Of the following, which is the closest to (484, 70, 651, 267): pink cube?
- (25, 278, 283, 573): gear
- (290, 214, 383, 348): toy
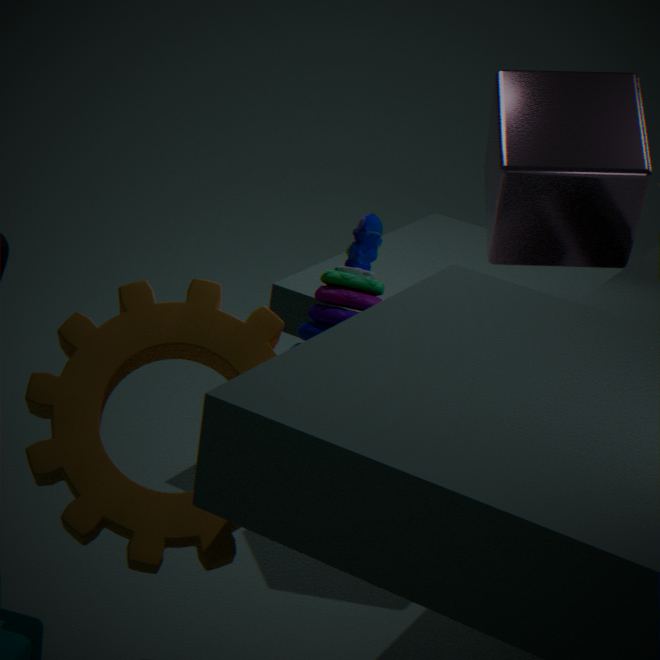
(290, 214, 383, 348): toy
